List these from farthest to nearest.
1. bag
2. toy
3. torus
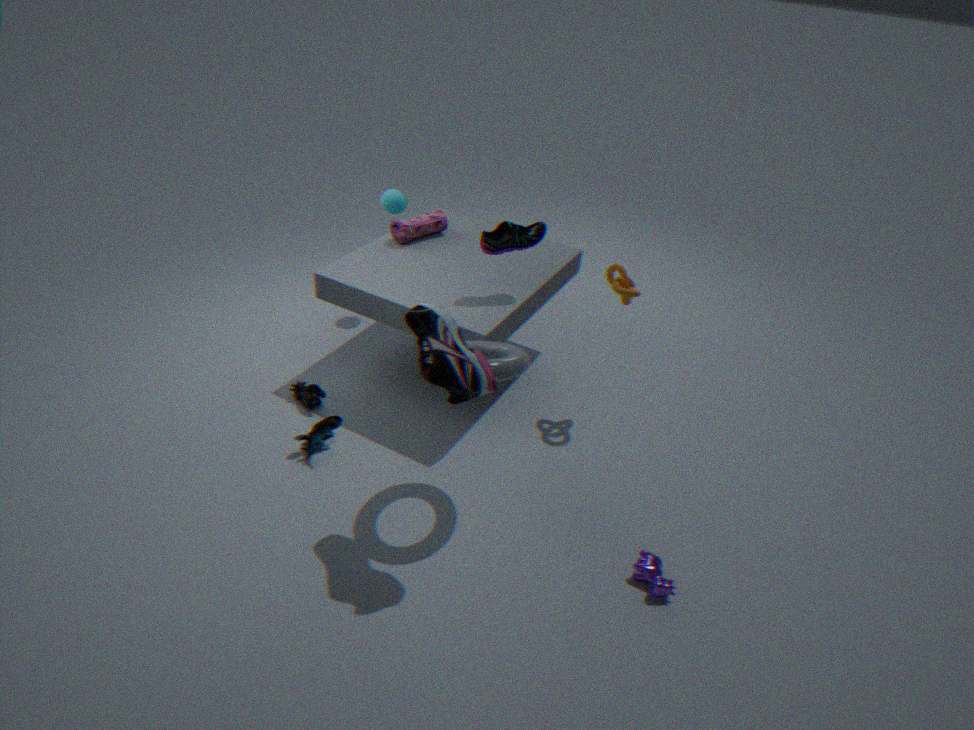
1. bag
2. toy
3. torus
